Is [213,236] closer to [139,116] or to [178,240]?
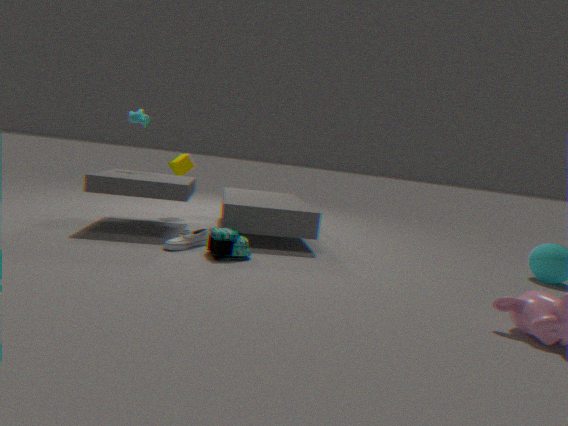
[178,240]
